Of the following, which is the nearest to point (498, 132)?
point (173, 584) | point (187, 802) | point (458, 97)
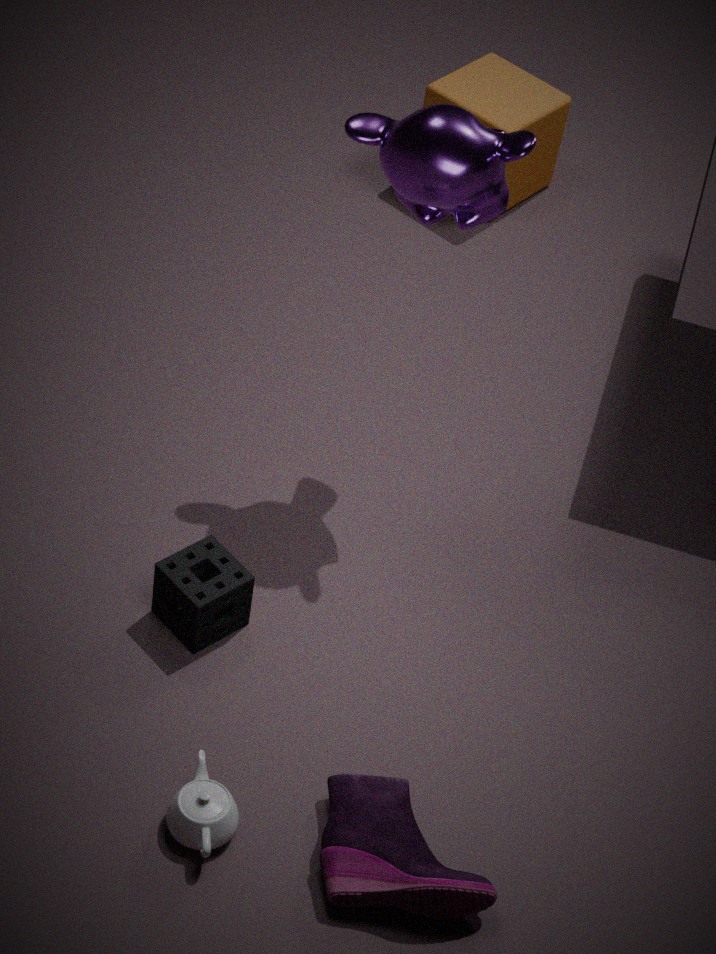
point (173, 584)
